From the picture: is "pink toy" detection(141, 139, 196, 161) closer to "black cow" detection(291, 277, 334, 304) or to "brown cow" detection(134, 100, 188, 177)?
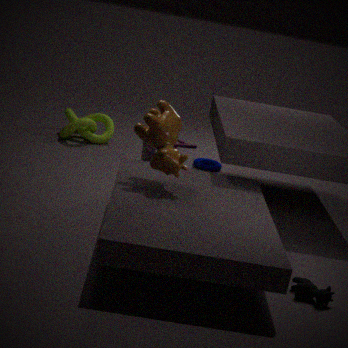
"brown cow" detection(134, 100, 188, 177)
